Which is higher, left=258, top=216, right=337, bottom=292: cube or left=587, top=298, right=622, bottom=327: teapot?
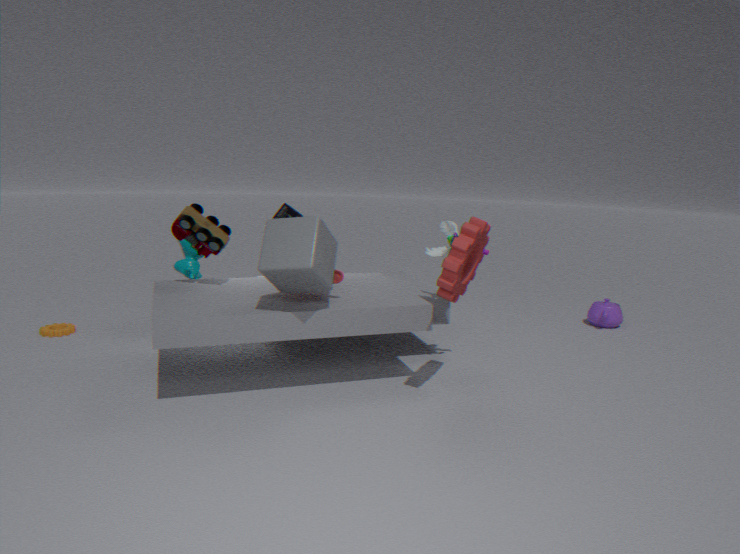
left=258, top=216, right=337, bottom=292: cube
